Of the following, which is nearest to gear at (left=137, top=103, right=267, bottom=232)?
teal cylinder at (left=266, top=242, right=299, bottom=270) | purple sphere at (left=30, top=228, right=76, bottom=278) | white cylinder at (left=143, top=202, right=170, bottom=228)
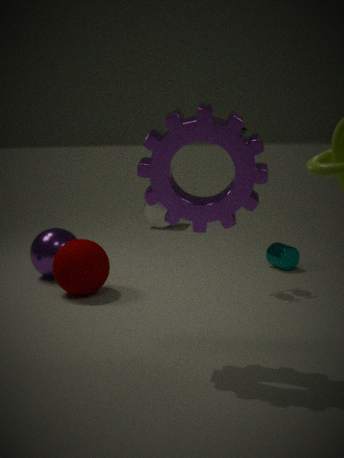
purple sphere at (left=30, top=228, right=76, bottom=278)
